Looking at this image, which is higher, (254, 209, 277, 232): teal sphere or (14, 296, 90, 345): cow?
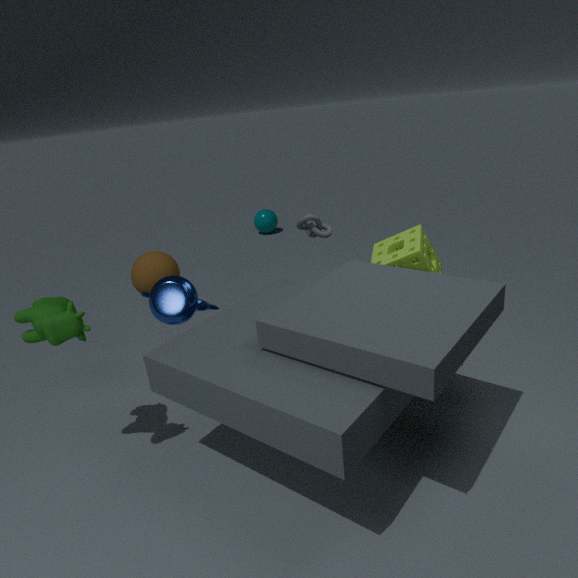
(14, 296, 90, 345): cow
